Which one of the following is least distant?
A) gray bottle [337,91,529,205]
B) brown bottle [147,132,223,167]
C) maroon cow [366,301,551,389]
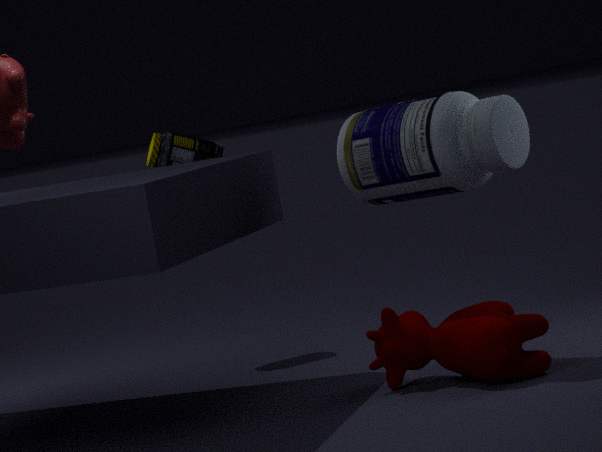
maroon cow [366,301,551,389]
